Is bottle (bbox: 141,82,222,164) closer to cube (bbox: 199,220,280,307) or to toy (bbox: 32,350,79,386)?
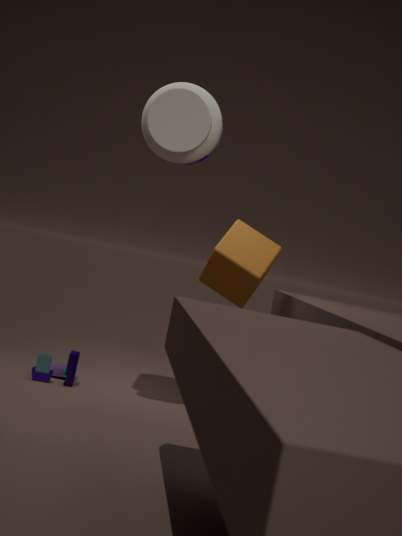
cube (bbox: 199,220,280,307)
